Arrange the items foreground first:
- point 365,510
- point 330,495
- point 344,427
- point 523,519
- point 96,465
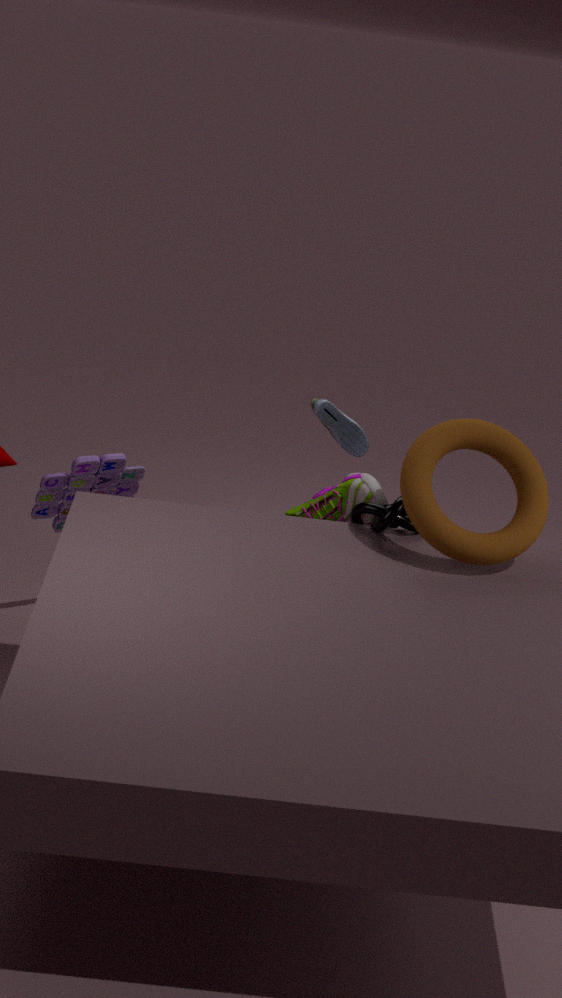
1. point 523,519
2. point 365,510
3. point 330,495
4. point 96,465
5. point 344,427
